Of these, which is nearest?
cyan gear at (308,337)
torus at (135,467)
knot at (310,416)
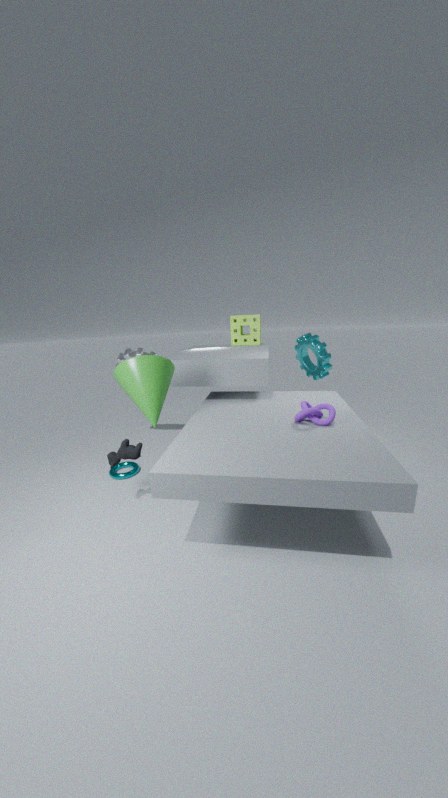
knot at (310,416)
